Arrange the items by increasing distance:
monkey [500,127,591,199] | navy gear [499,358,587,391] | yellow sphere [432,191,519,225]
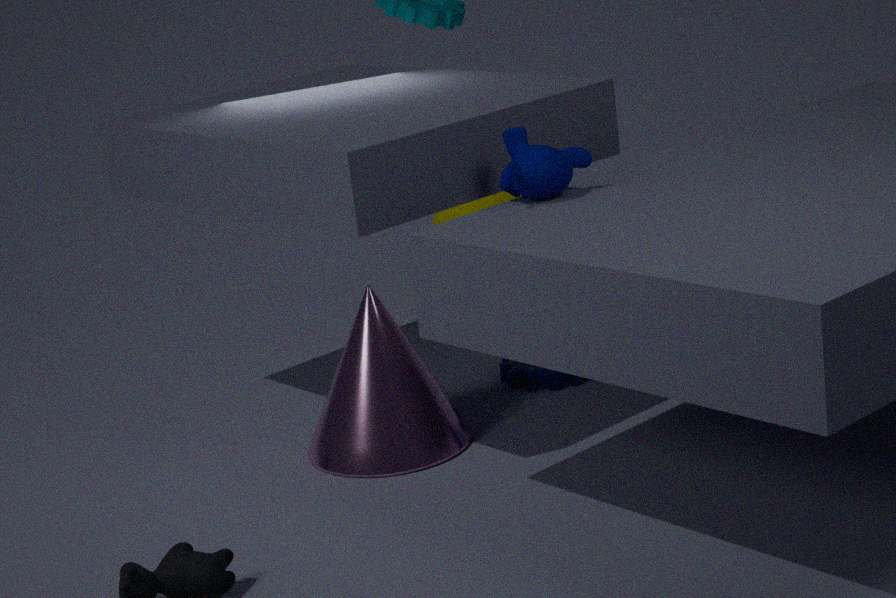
1. monkey [500,127,591,199]
2. navy gear [499,358,587,391]
3. yellow sphere [432,191,519,225]
